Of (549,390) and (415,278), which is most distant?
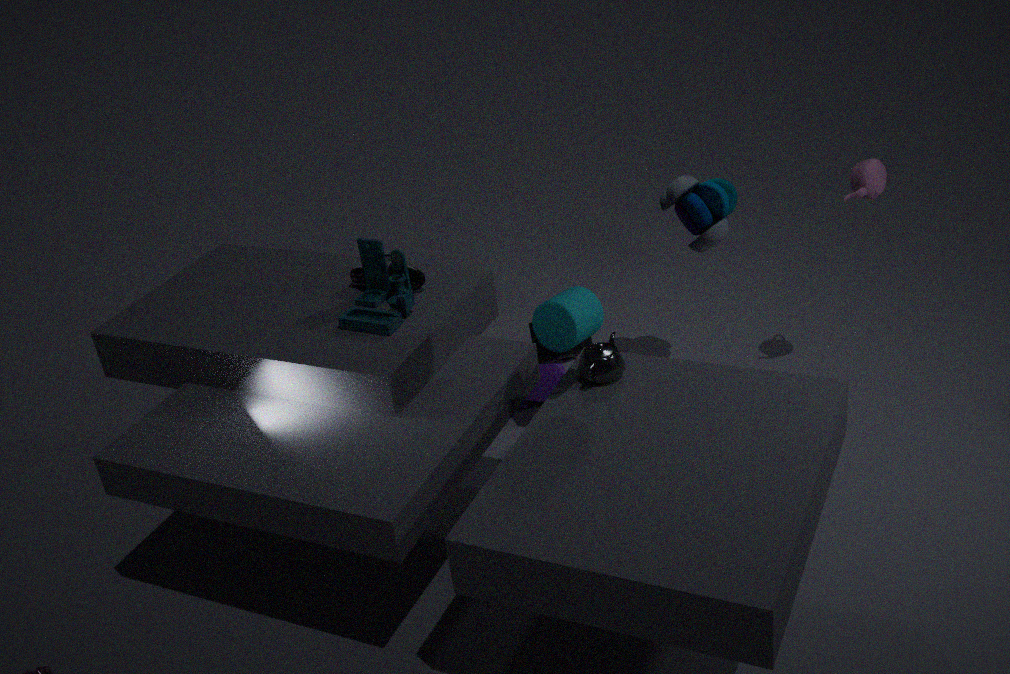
(549,390)
